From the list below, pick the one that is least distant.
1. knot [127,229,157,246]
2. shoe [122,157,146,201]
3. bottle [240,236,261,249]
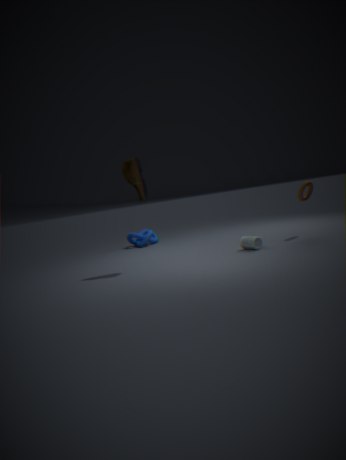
shoe [122,157,146,201]
